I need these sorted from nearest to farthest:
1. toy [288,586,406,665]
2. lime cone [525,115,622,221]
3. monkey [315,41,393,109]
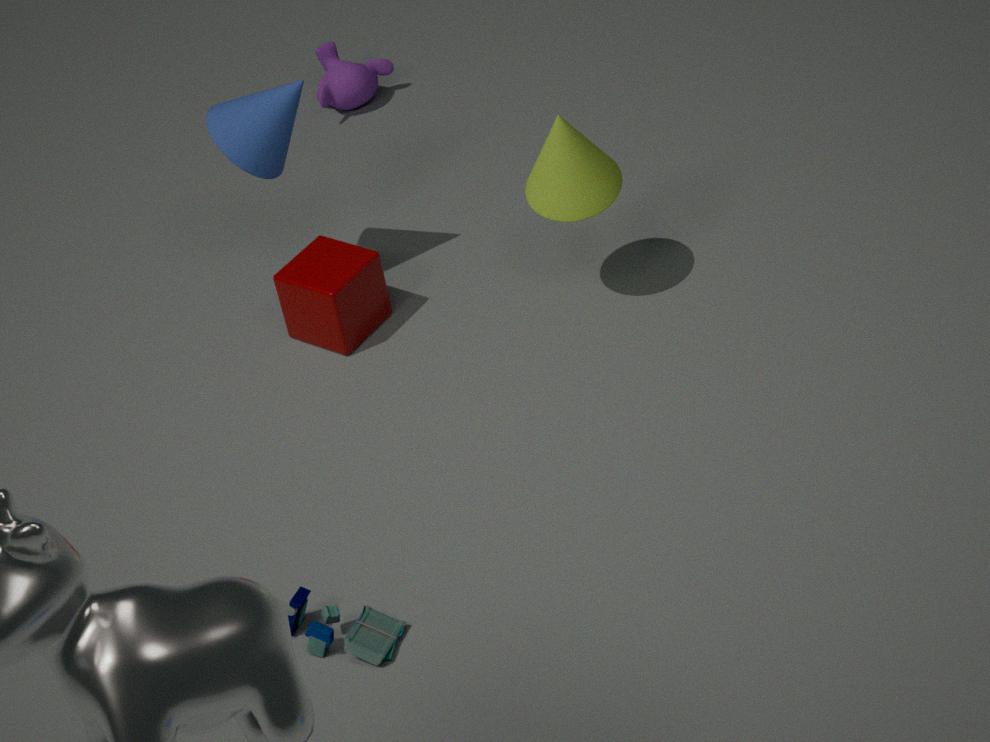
toy [288,586,406,665] → lime cone [525,115,622,221] → monkey [315,41,393,109]
